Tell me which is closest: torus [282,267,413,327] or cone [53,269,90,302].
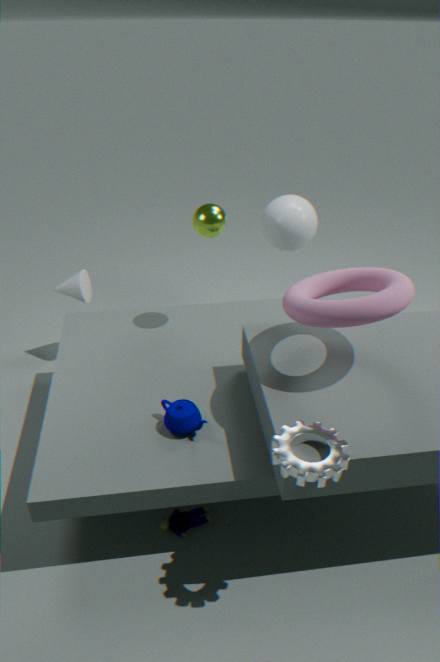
torus [282,267,413,327]
